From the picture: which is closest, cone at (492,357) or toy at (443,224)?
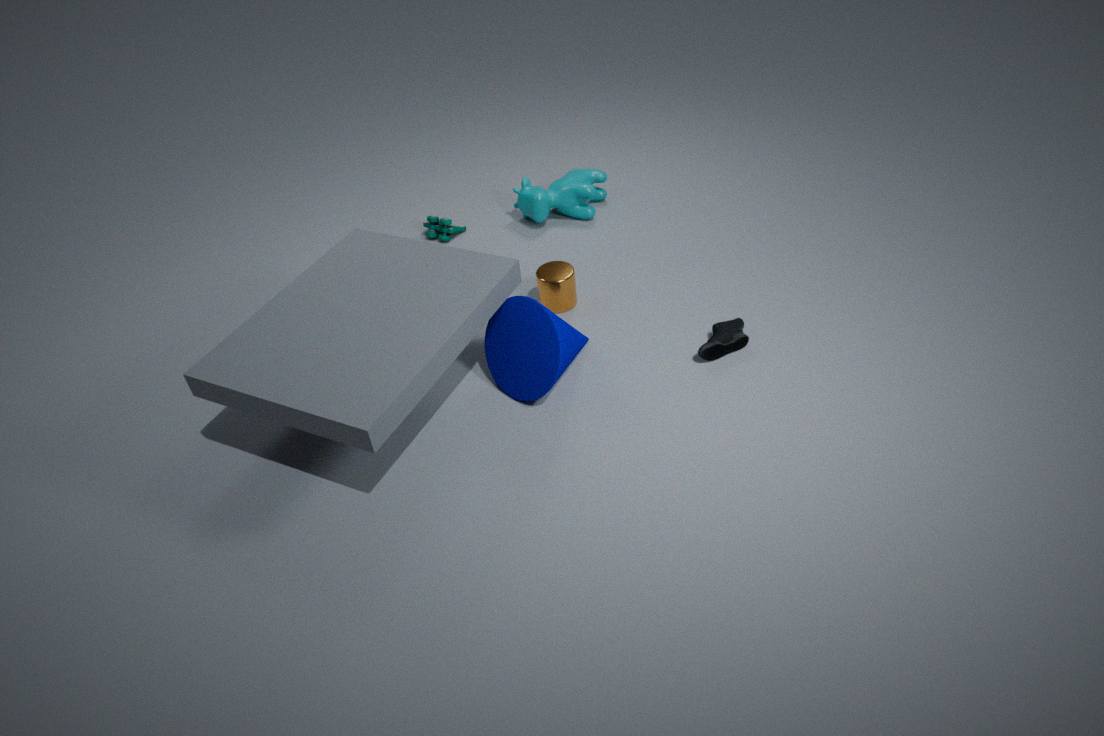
cone at (492,357)
